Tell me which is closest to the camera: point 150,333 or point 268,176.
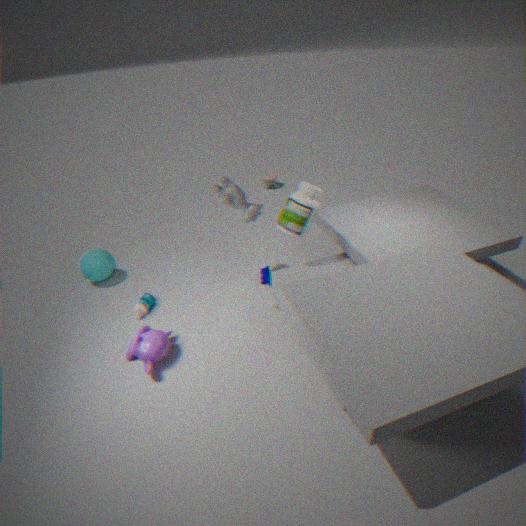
point 150,333
